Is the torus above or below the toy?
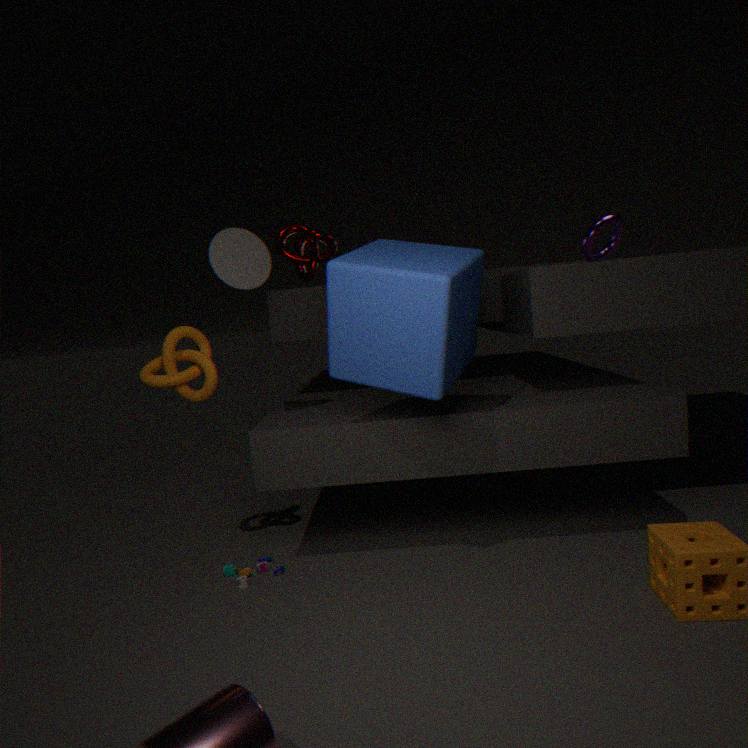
above
